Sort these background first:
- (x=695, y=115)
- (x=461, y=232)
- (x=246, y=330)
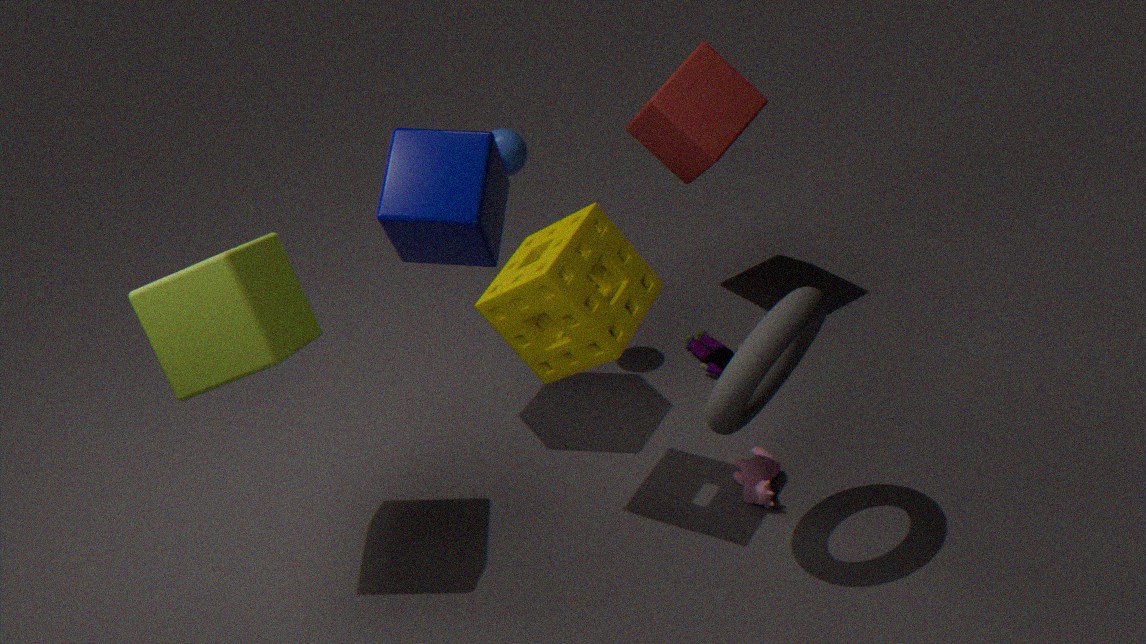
(x=695, y=115) < (x=461, y=232) < (x=246, y=330)
